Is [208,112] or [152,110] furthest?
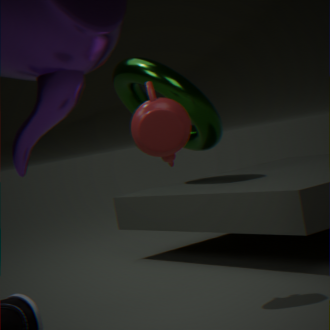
[208,112]
